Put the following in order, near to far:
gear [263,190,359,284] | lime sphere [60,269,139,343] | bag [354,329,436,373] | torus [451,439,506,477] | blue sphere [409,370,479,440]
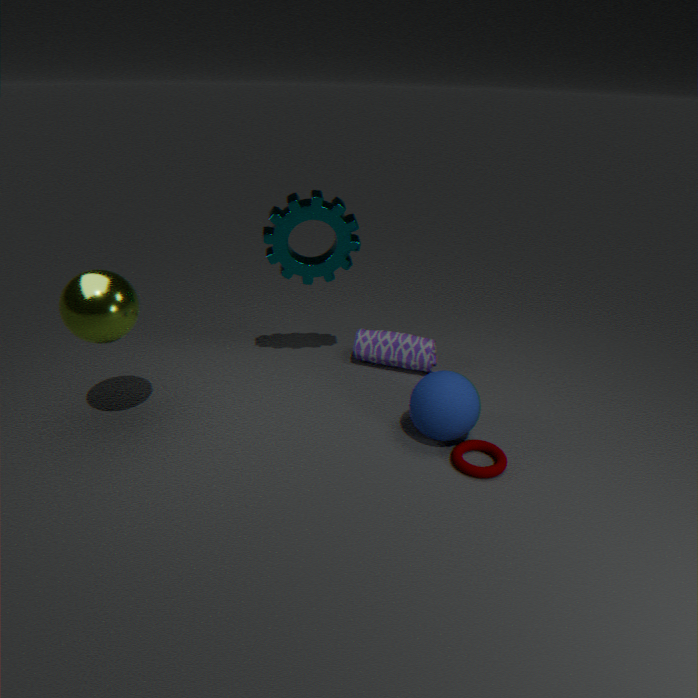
lime sphere [60,269,139,343], torus [451,439,506,477], blue sphere [409,370,479,440], gear [263,190,359,284], bag [354,329,436,373]
